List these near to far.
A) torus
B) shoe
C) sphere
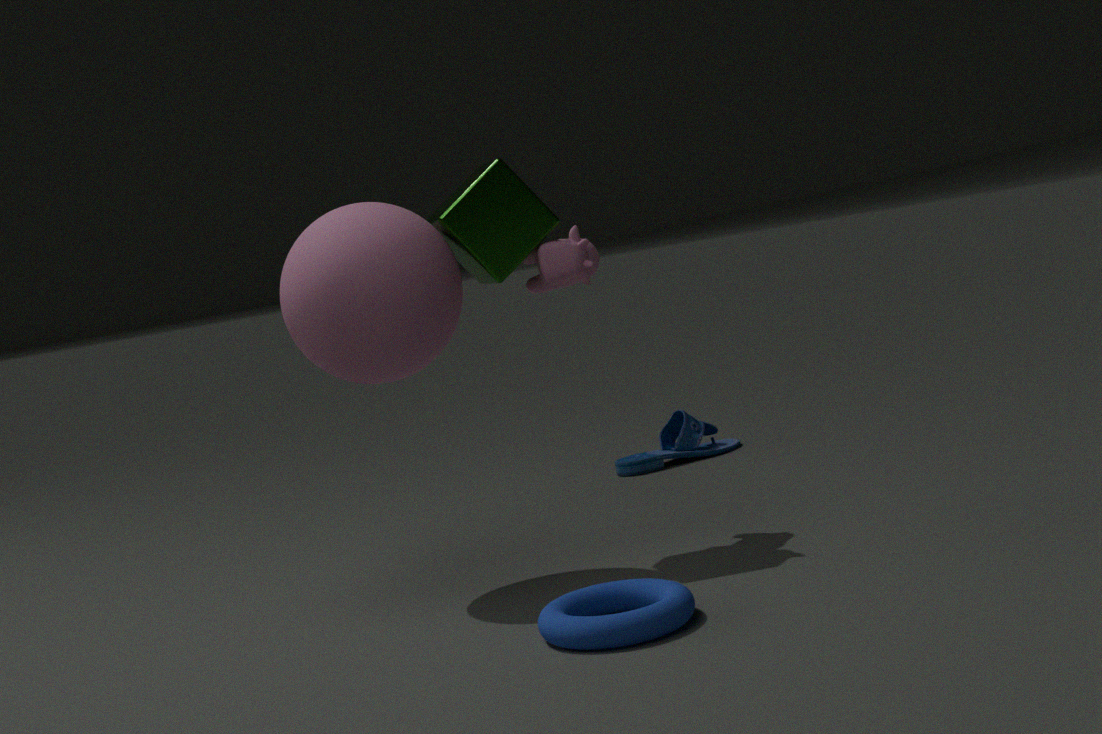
A. torus → C. sphere → B. shoe
